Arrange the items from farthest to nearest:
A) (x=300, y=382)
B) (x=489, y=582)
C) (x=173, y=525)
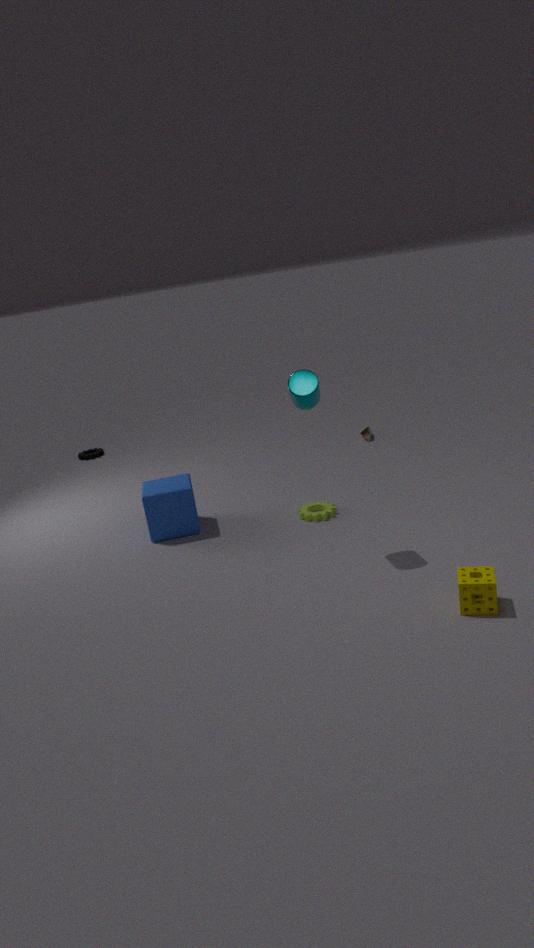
(x=173, y=525) < (x=300, y=382) < (x=489, y=582)
